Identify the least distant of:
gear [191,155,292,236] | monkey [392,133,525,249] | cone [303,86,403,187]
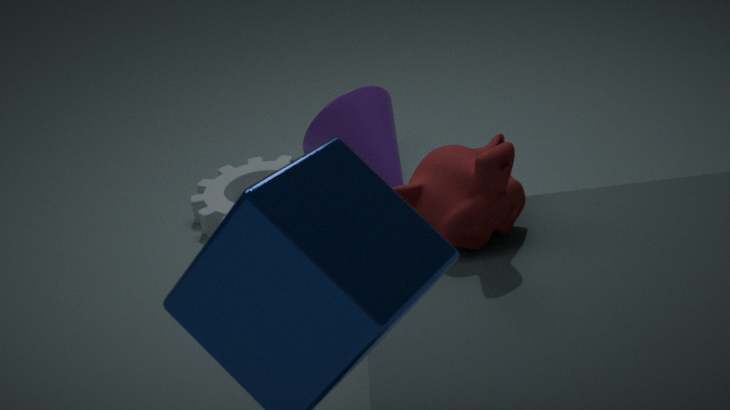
monkey [392,133,525,249]
